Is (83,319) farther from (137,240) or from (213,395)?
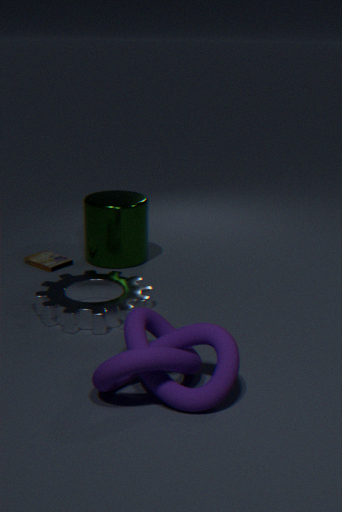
(213,395)
